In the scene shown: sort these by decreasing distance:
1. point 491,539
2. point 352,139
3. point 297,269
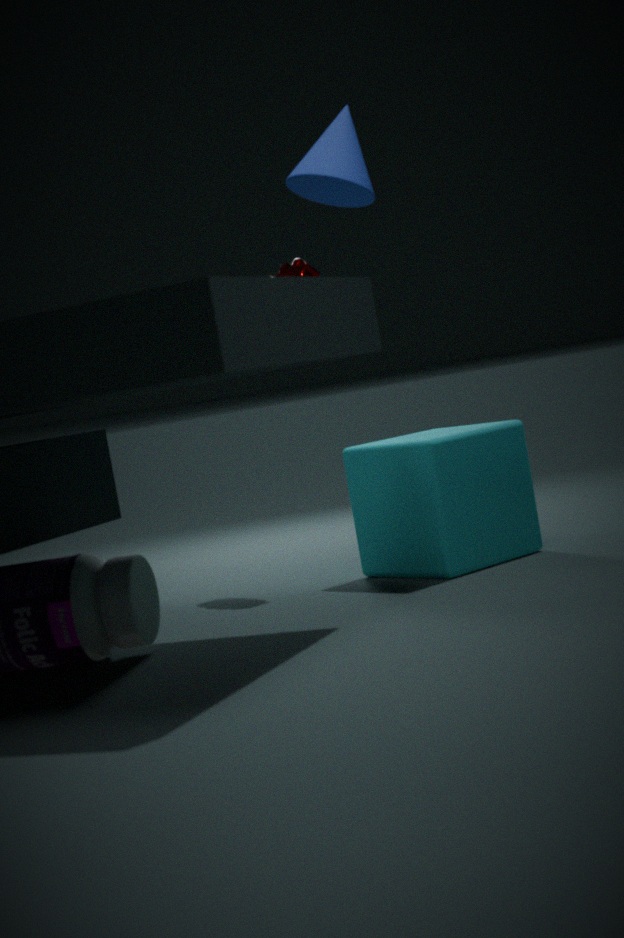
1. point 297,269
2. point 491,539
3. point 352,139
